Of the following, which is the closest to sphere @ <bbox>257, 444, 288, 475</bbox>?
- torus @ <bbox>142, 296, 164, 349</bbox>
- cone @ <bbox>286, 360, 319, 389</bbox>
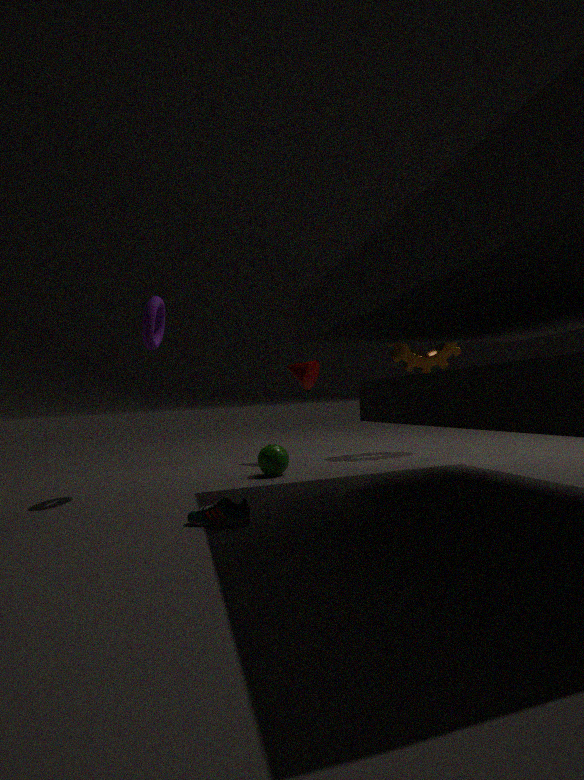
cone @ <bbox>286, 360, 319, 389</bbox>
